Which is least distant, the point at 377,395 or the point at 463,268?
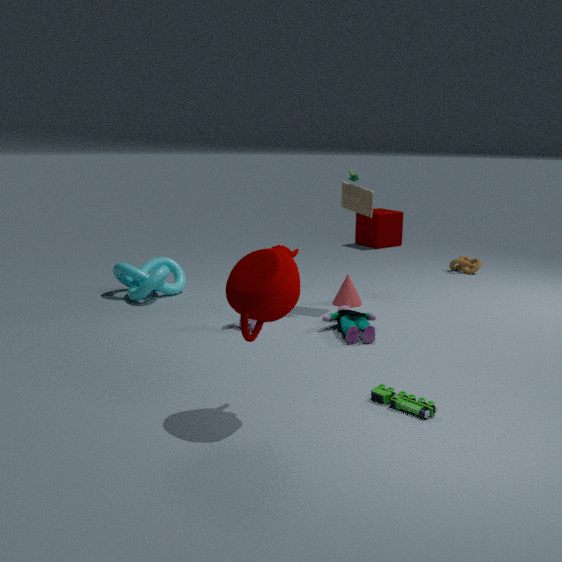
the point at 377,395
